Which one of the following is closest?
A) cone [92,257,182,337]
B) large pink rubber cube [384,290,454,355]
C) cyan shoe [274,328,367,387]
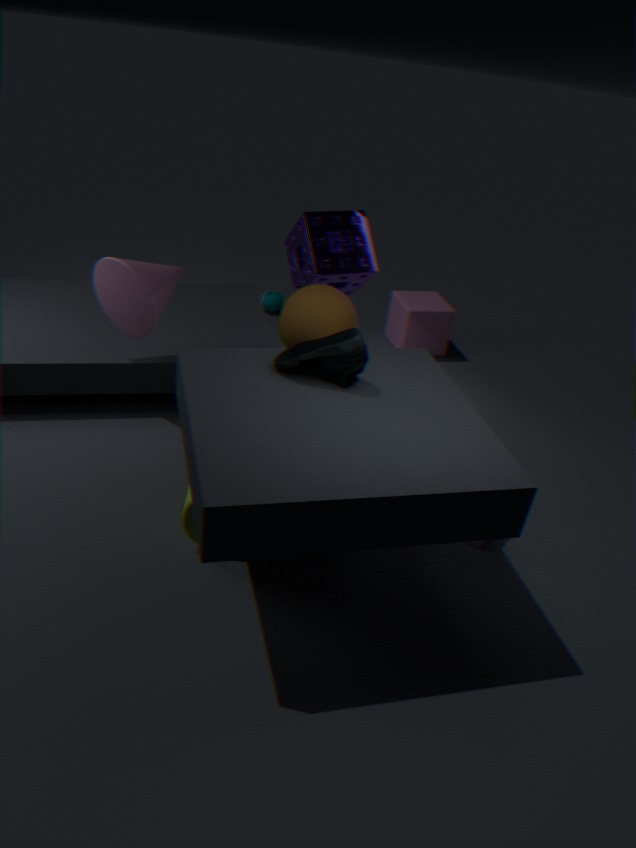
cyan shoe [274,328,367,387]
